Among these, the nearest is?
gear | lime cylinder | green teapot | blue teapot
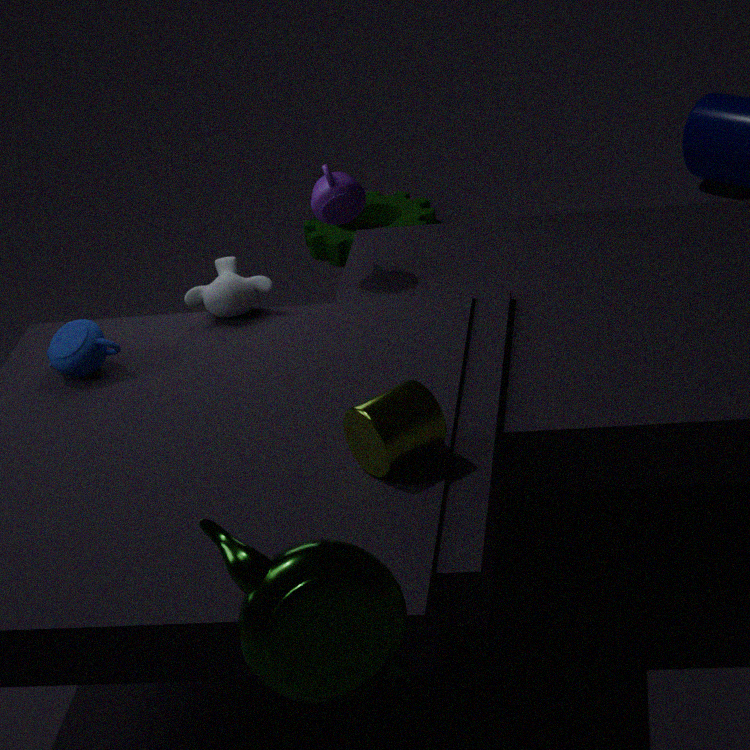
green teapot
